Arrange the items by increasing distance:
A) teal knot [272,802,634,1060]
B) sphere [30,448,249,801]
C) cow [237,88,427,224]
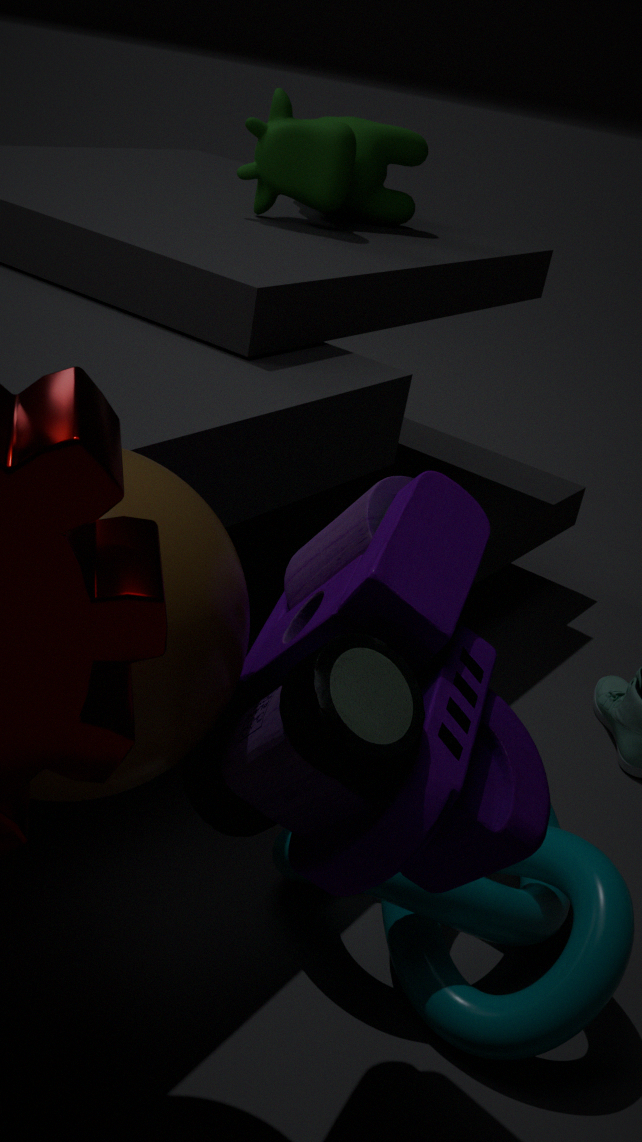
B. sphere [30,448,249,801] < A. teal knot [272,802,634,1060] < C. cow [237,88,427,224]
